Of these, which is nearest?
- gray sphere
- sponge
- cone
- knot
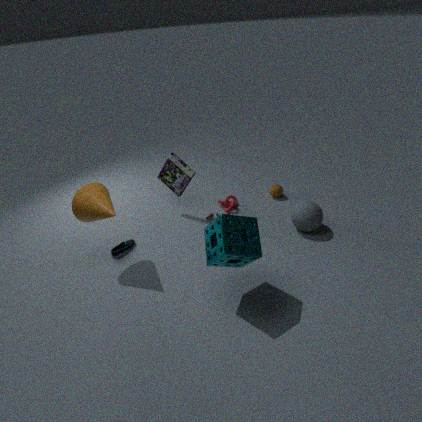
sponge
